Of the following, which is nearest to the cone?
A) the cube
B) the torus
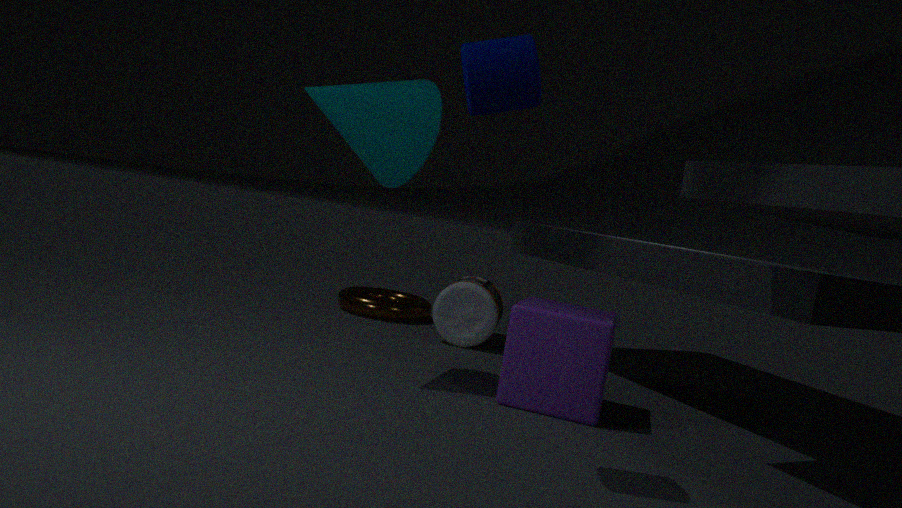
the cube
